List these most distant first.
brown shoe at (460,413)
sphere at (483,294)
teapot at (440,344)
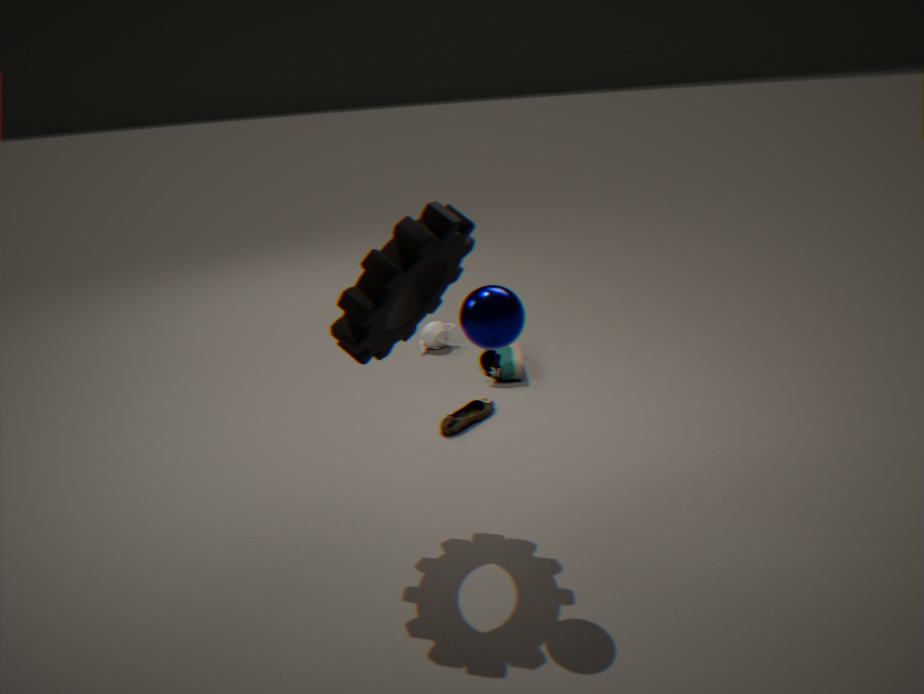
teapot at (440,344)
brown shoe at (460,413)
sphere at (483,294)
